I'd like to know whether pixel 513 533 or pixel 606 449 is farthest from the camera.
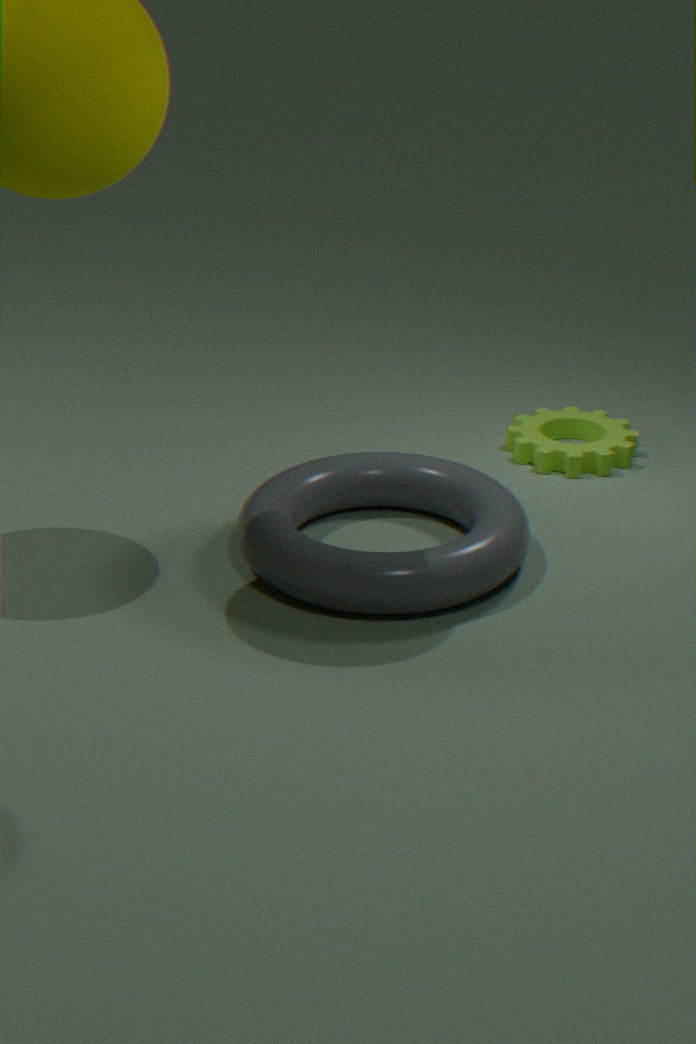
pixel 606 449
